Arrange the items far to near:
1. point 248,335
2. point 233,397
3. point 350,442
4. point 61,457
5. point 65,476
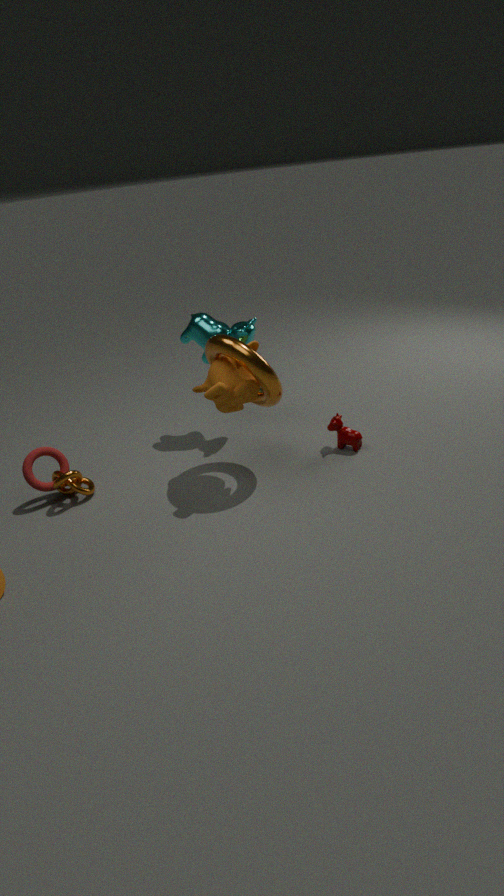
1. point 248,335
2. point 350,442
3. point 61,457
4. point 65,476
5. point 233,397
